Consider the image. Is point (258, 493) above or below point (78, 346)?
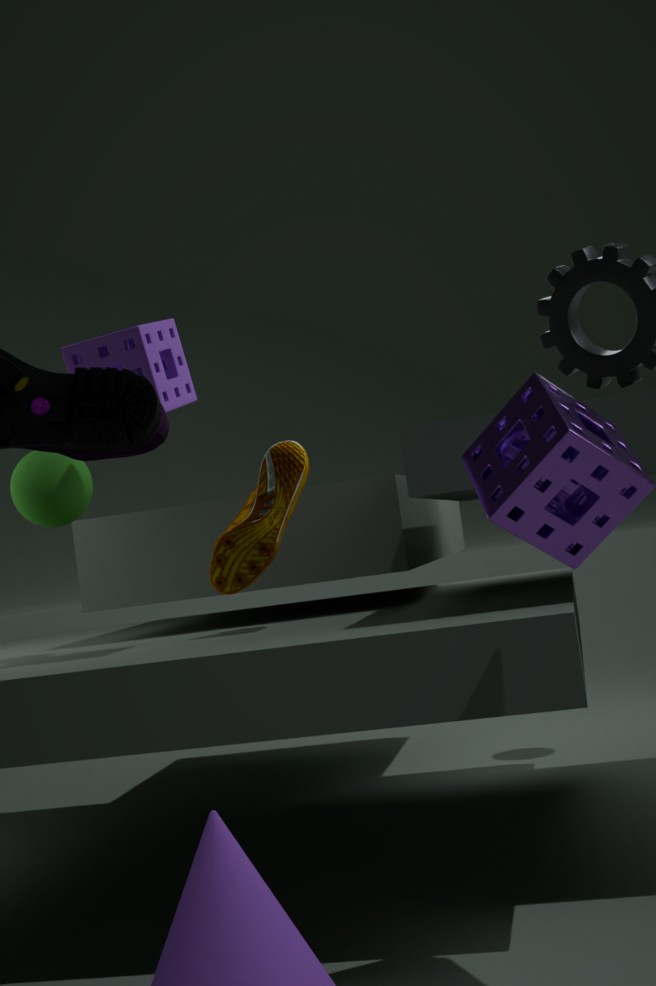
below
